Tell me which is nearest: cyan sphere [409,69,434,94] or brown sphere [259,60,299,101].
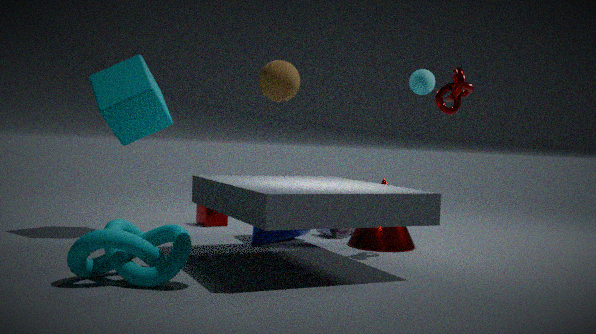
brown sphere [259,60,299,101]
